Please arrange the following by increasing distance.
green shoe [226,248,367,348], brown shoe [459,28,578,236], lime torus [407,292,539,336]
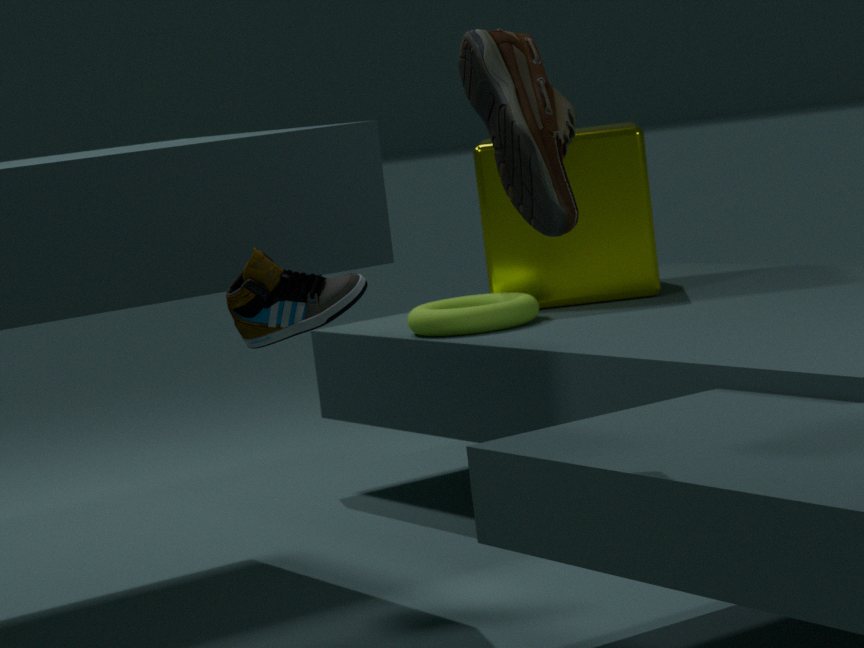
brown shoe [459,28,578,236], green shoe [226,248,367,348], lime torus [407,292,539,336]
